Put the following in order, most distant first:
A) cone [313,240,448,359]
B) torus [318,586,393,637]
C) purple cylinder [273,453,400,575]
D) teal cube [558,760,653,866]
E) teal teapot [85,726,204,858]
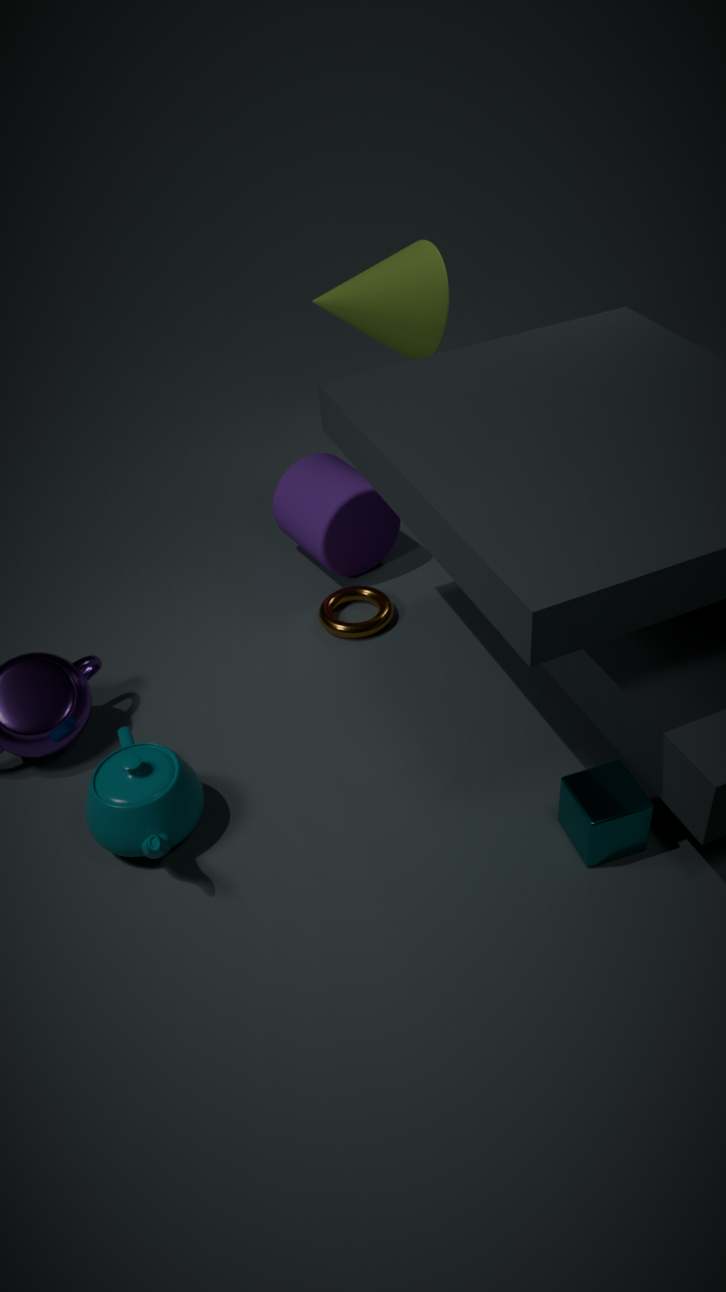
purple cylinder [273,453,400,575] → cone [313,240,448,359] → torus [318,586,393,637] → teal teapot [85,726,204,858] → teal cube [558,760,653,866]
